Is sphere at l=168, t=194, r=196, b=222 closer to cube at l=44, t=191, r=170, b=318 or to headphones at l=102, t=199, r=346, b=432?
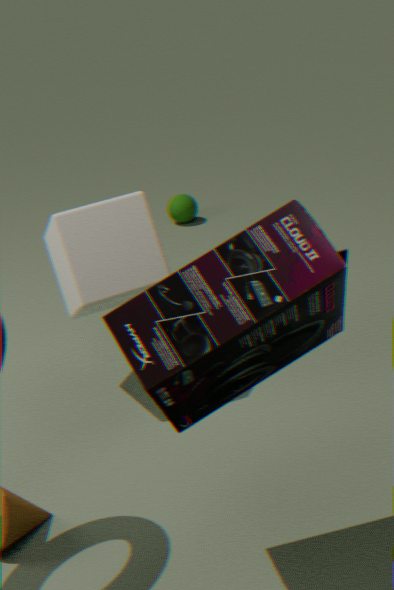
cube at l=44, t=191, r=170, b=318
